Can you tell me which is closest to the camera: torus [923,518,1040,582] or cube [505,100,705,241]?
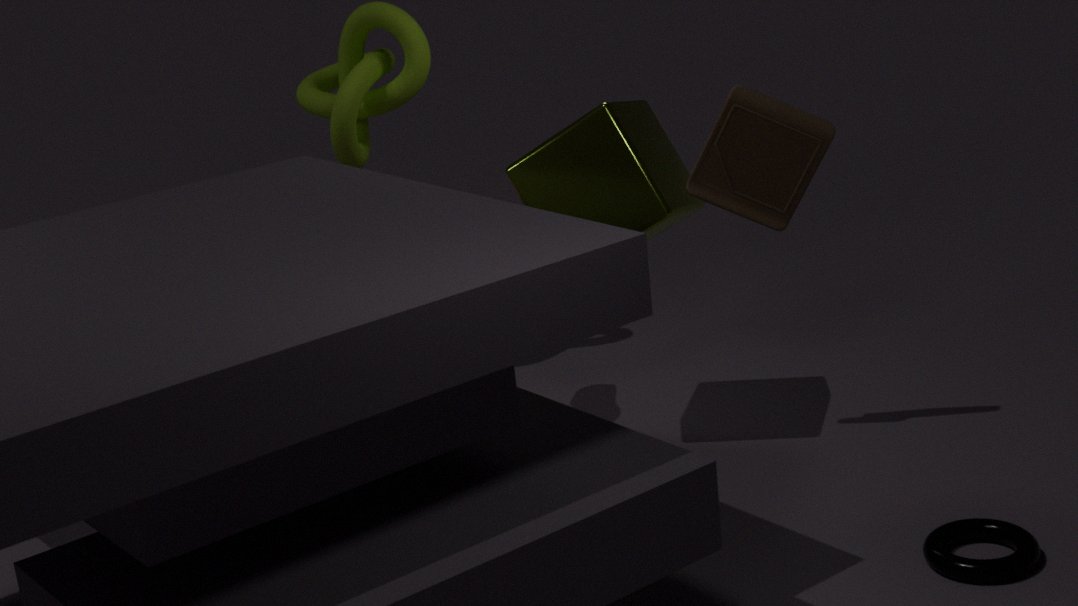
torus [923,518,1040,582]
